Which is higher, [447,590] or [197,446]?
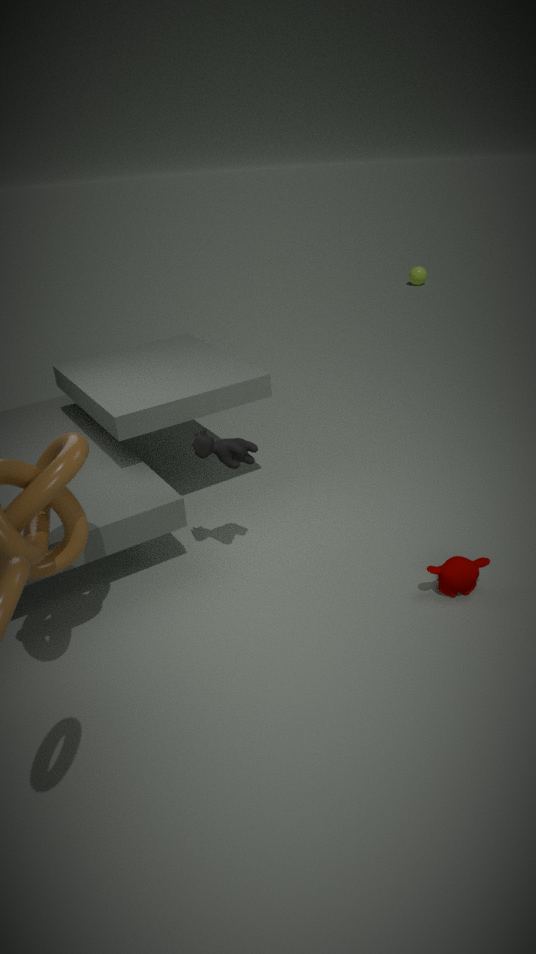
[197,446]
